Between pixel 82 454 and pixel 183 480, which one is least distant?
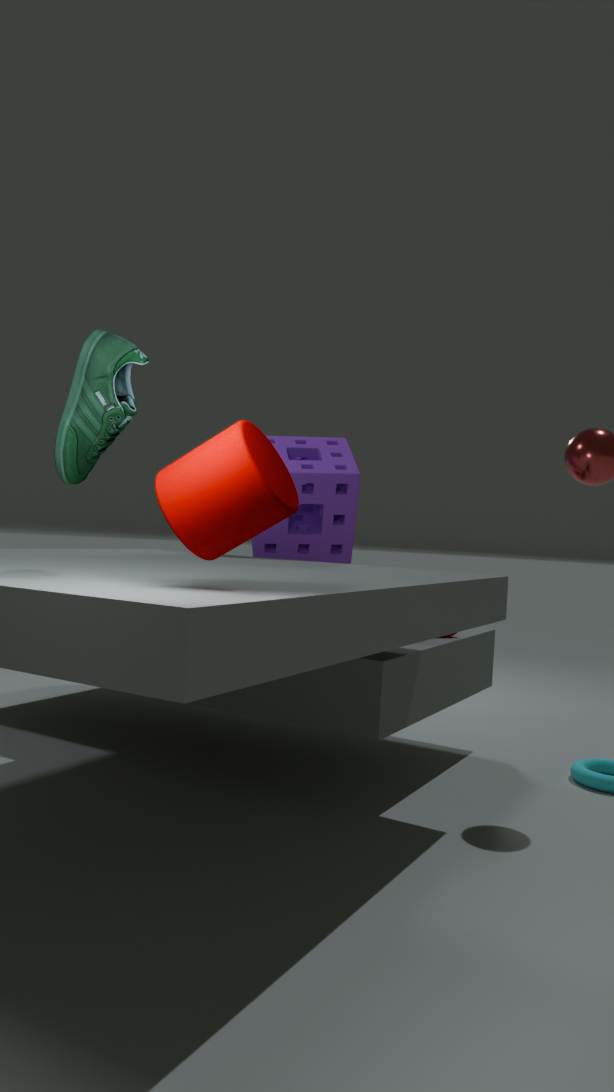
pixel 183 480
